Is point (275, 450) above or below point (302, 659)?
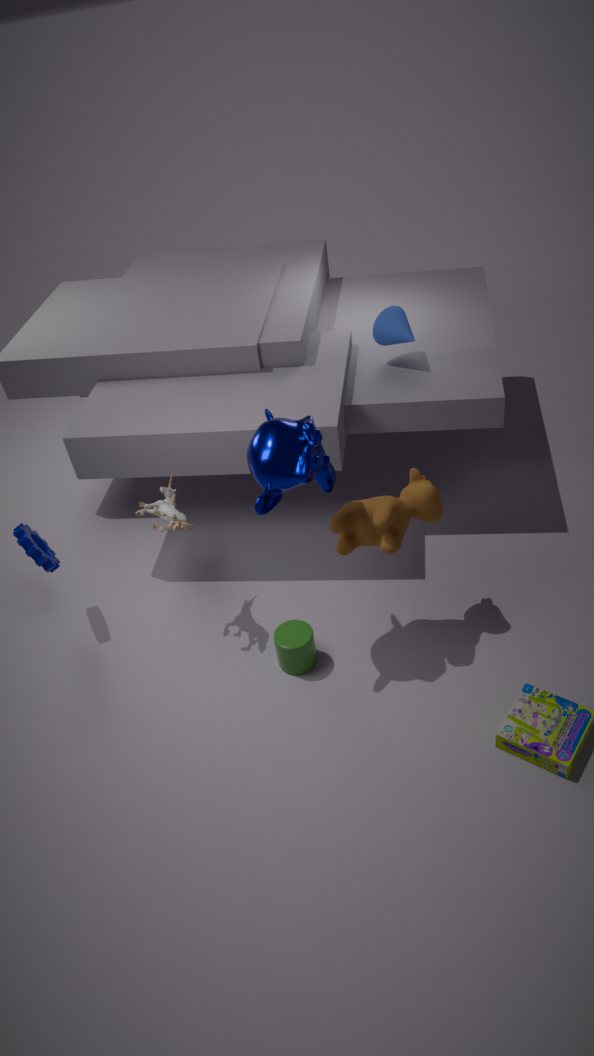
above
